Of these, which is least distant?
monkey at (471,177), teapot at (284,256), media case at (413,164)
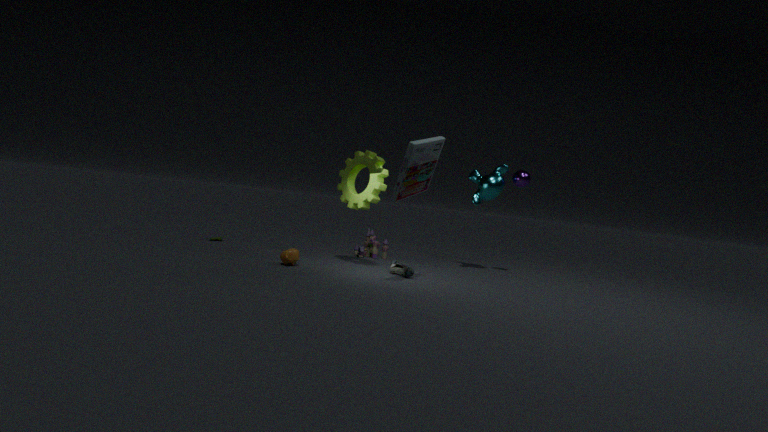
media case at (413,164)
